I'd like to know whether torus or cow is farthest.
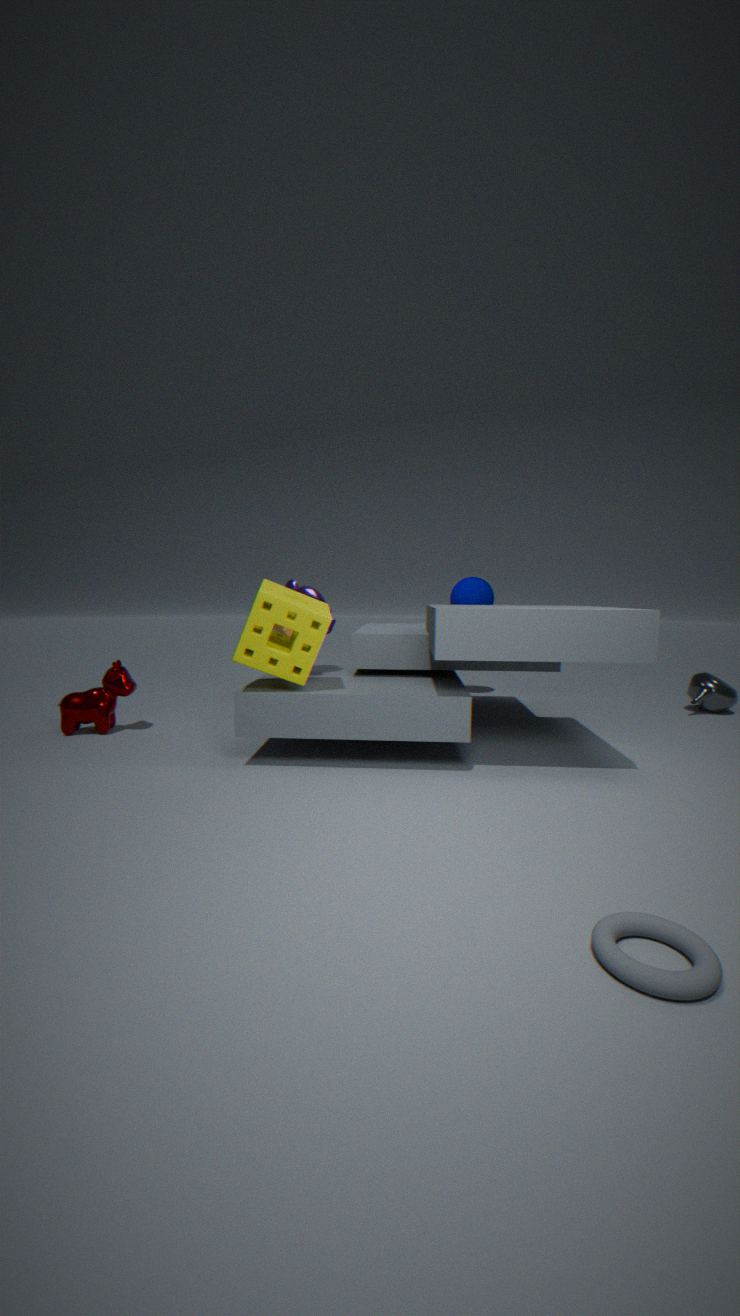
cow
